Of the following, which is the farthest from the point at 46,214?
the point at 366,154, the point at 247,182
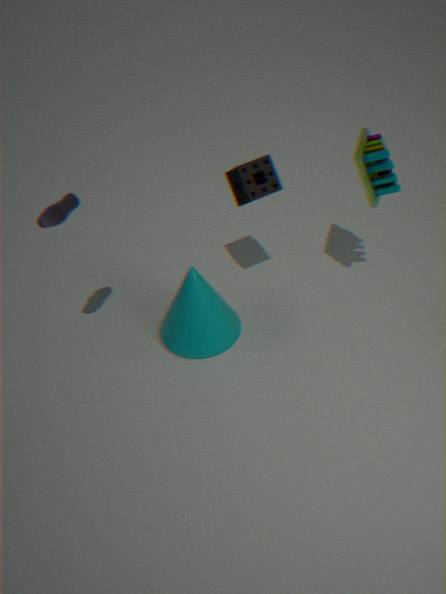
the point at 366,154
